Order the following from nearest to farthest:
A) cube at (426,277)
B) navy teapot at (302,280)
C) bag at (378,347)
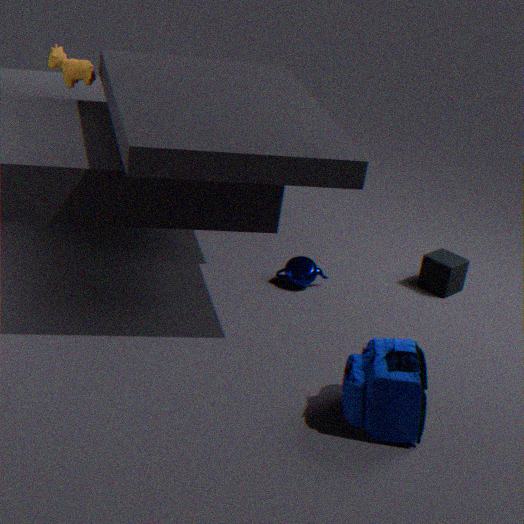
bag at (378,347) < navy teapot at (302,280) < cube at (426,277)
